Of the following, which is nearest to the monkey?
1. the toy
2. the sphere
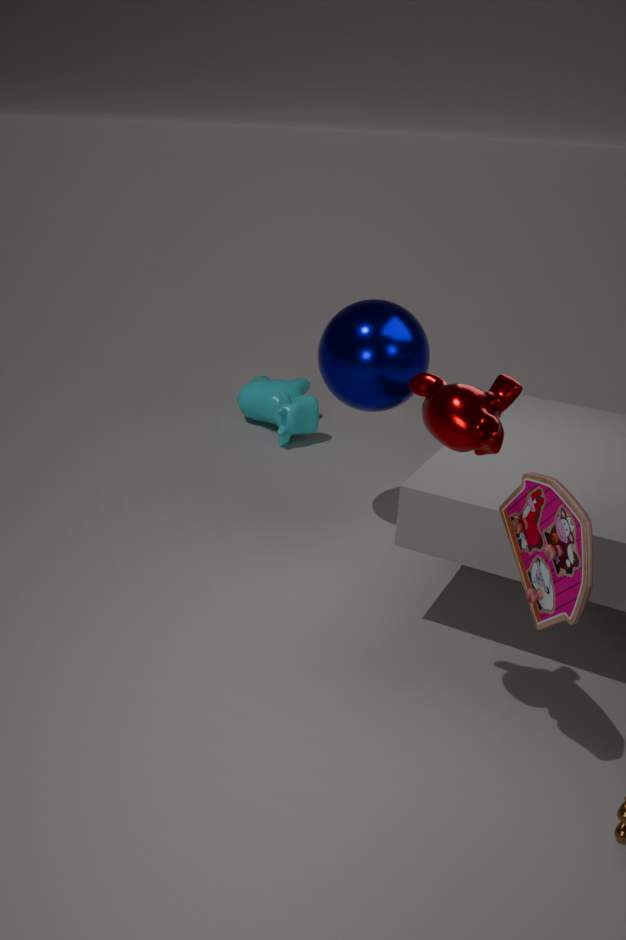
the toy
